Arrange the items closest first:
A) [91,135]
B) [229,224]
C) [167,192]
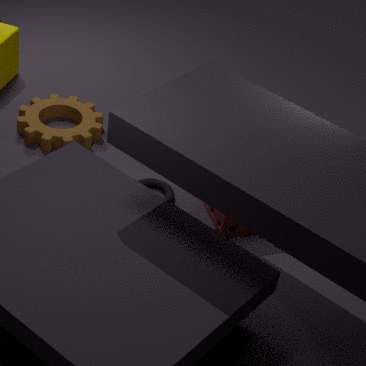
[229,224] < [167,192] < [91,135]
